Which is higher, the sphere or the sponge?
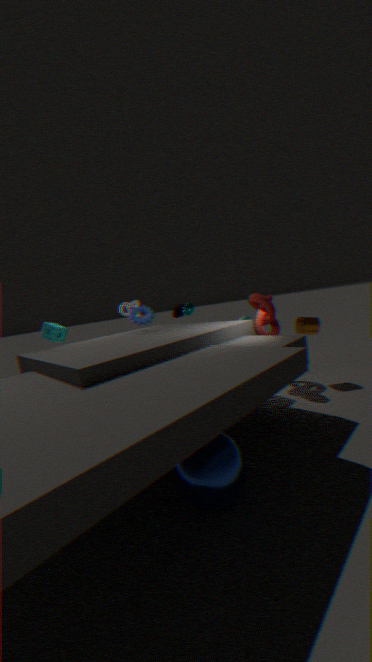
the sponge
